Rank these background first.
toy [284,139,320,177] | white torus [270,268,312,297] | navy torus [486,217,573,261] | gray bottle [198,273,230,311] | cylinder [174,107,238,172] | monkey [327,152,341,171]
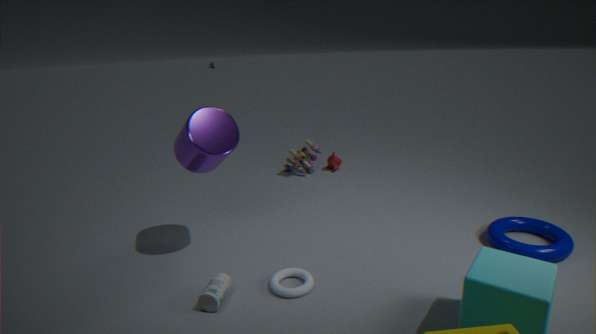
monkey [327,152,341,171]
toy [284,139,320,177]
navy torus [486,217,573,261]
cylinder [174,107,238,172]
white torus [270,268,312,297]
gray bottle [198,273,230,311]
